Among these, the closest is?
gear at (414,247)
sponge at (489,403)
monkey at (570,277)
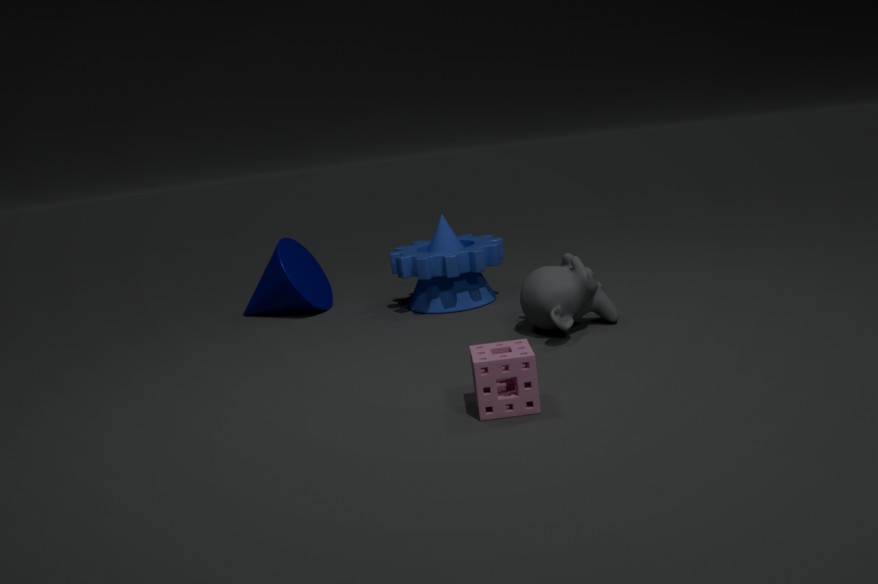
sponge at (489,403)
